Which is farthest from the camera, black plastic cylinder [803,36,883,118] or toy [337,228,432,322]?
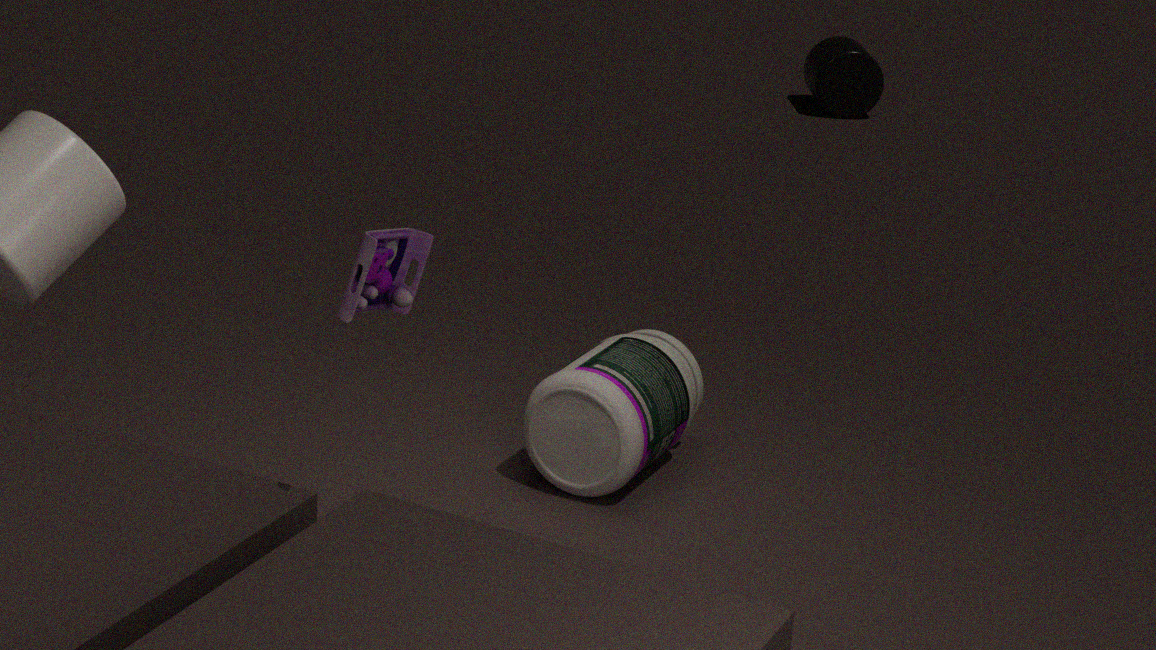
black plastic cylinder [803,36,883,118]
